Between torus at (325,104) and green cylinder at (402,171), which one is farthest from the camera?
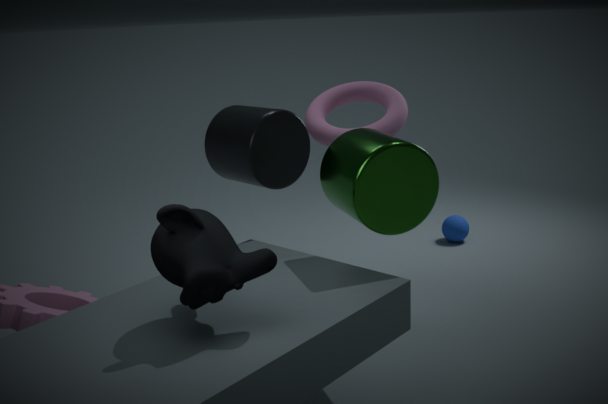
torus at (325,104)
